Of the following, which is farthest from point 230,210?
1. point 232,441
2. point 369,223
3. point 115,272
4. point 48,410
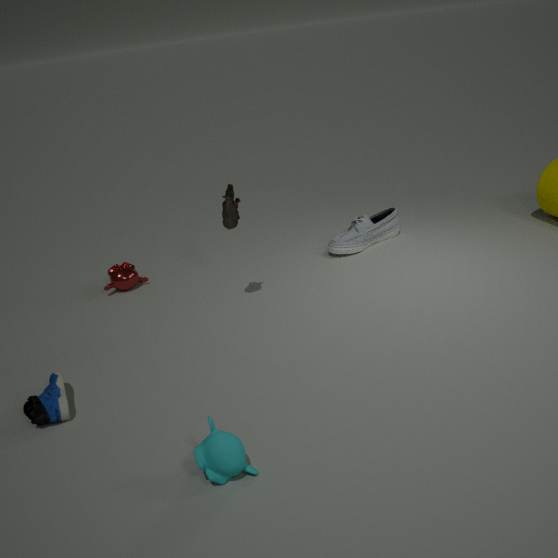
point 232,441
